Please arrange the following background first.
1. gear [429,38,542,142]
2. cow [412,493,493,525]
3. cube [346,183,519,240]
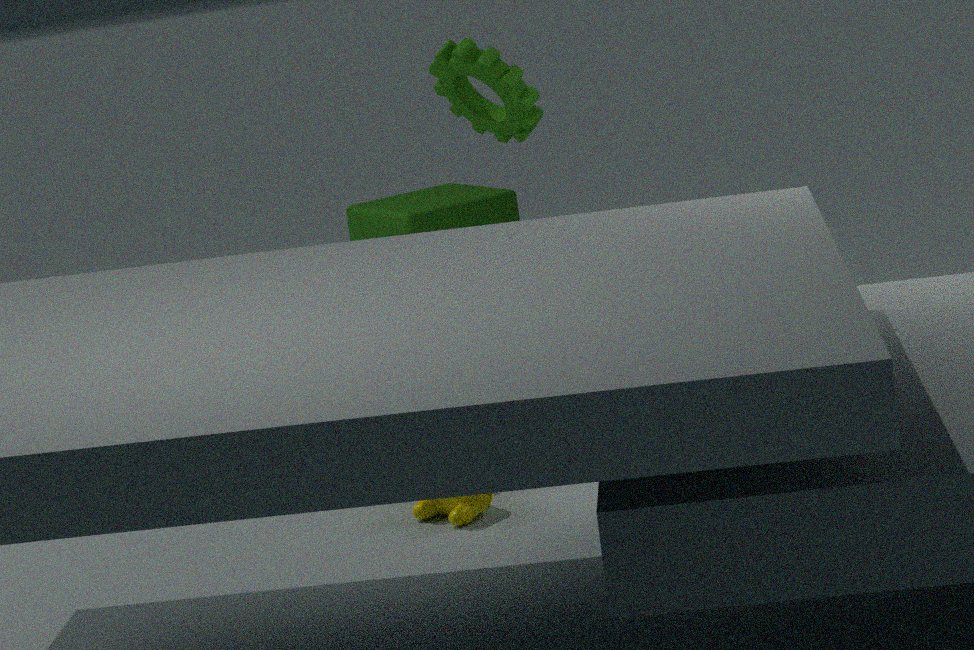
cube [346,183,519,240] < gear [429,38,542,142] < cow [412,493,493,525]
